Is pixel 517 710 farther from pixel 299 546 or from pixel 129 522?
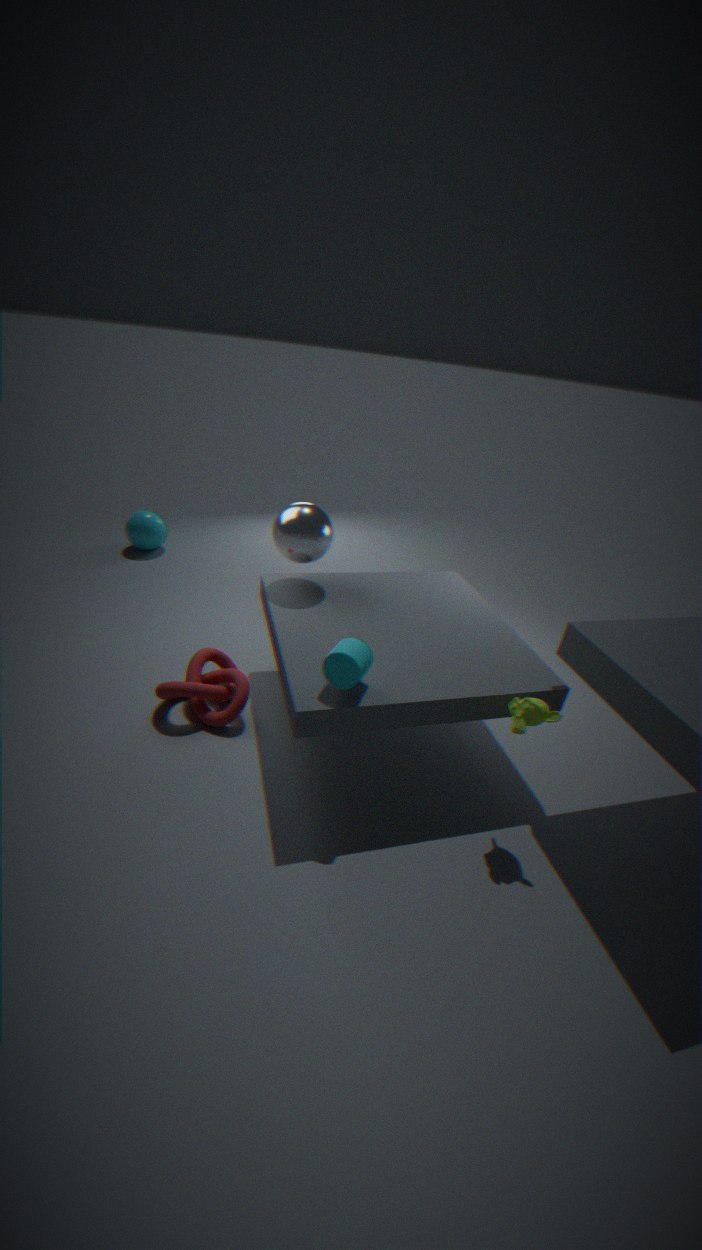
pixel 129 522
